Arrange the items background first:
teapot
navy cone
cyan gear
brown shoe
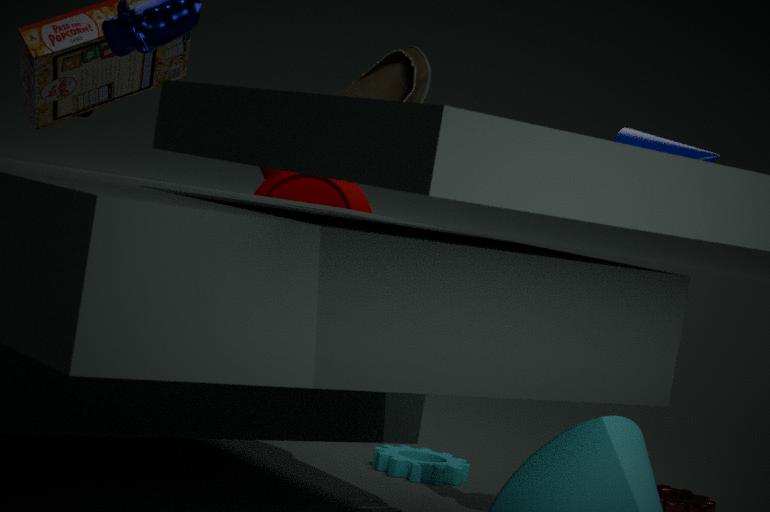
cyan gear, teapot, navy cone, brown shoe
